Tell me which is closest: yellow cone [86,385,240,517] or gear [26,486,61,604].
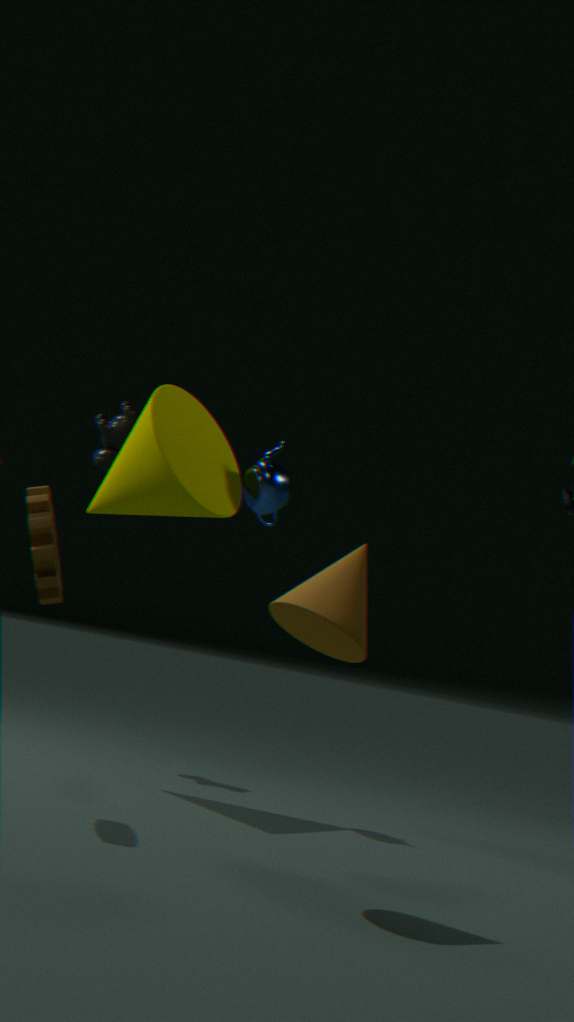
gear [26,486,61,604]
